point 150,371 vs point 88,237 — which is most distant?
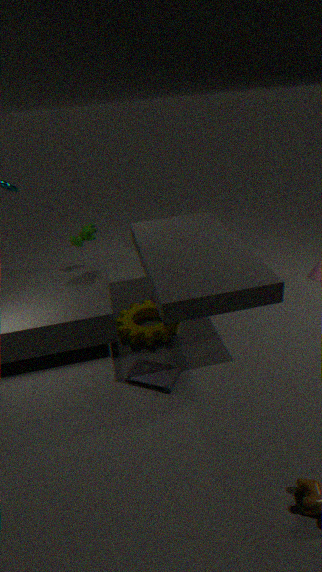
point 88,237
